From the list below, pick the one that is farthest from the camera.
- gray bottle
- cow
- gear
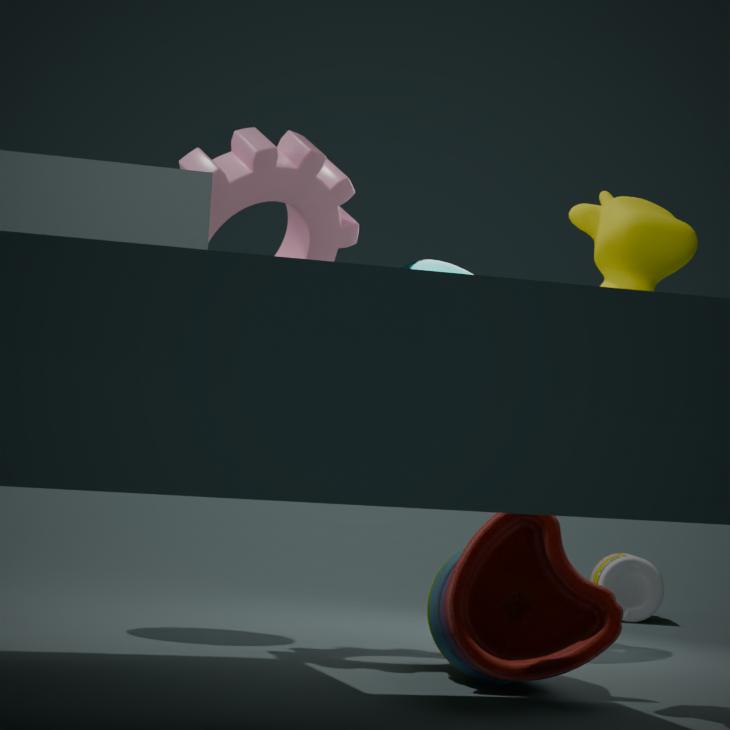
gray bottle
